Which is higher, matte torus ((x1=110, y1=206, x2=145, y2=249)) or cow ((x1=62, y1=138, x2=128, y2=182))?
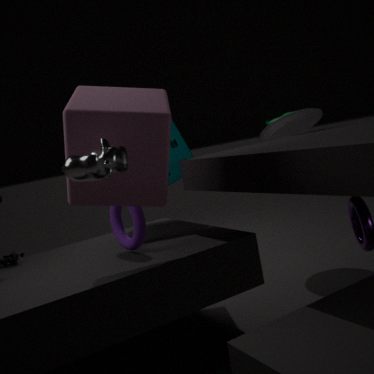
cow ((x1=62, y1=138, x2=128, y2=182))
